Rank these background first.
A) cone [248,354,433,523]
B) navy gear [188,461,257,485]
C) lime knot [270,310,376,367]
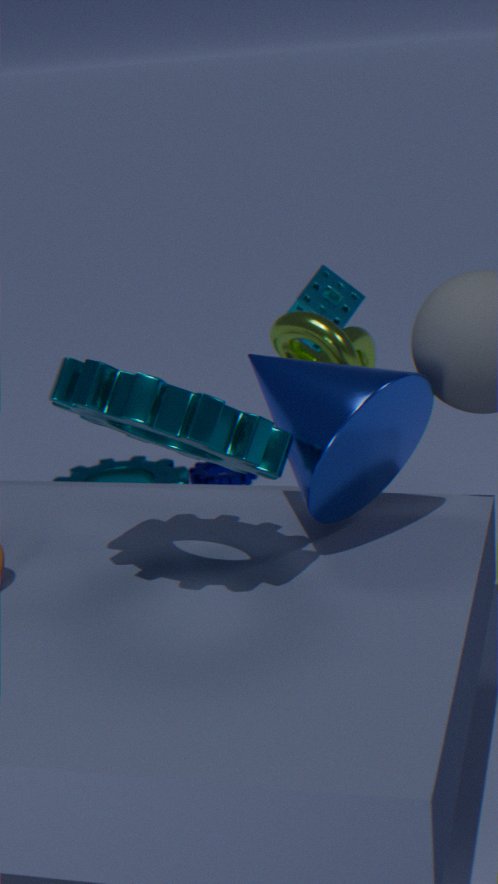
navy gear [188,461,257,485]
lime knot [270,310,376,367]
cone [248,354,433,523]
